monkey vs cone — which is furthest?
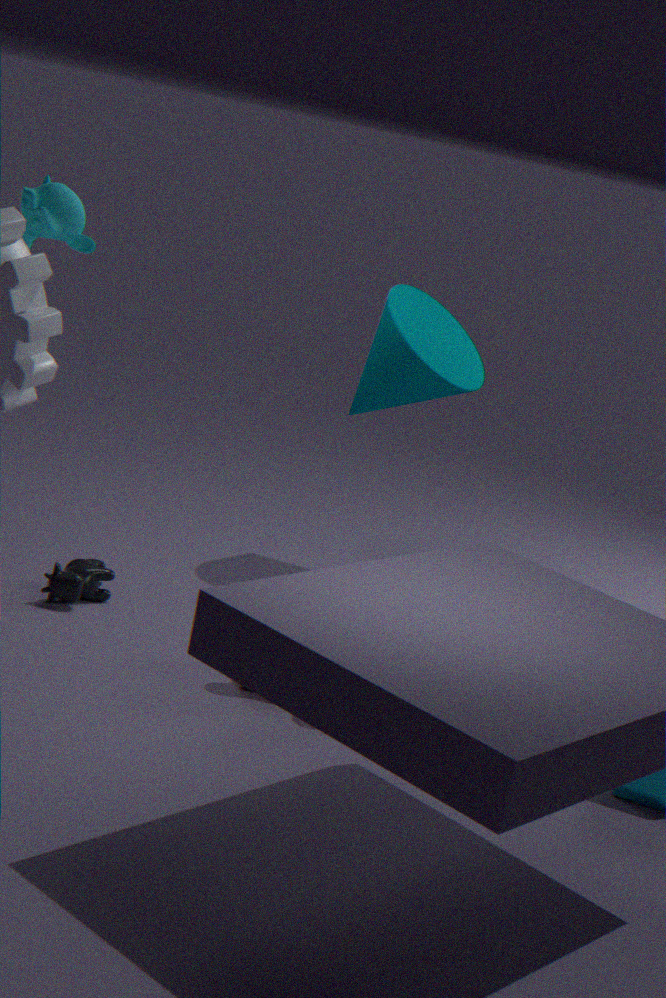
cone
